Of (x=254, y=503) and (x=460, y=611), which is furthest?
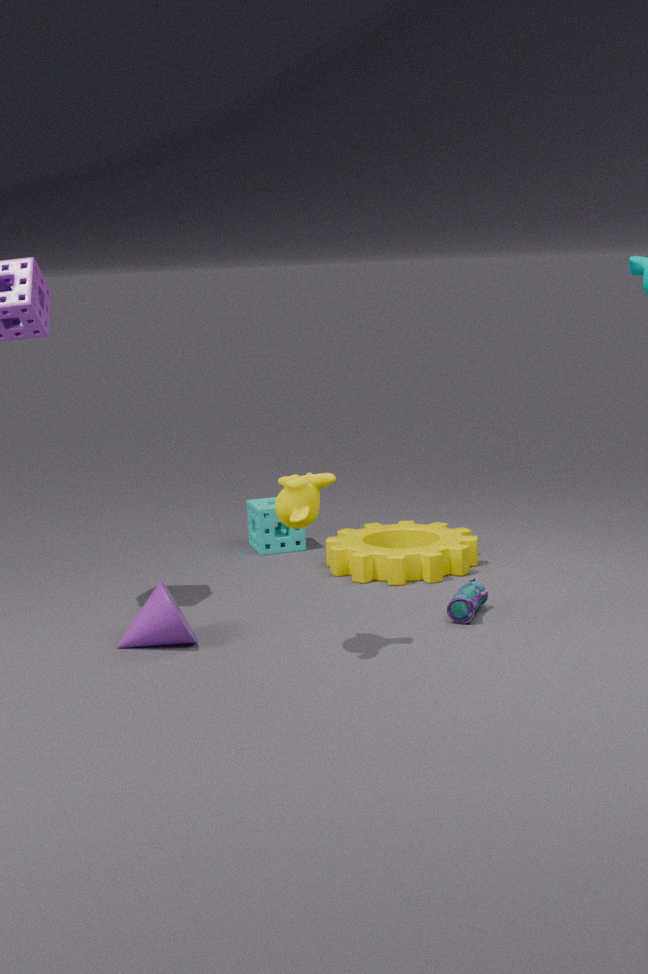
(x=254, y=503)
